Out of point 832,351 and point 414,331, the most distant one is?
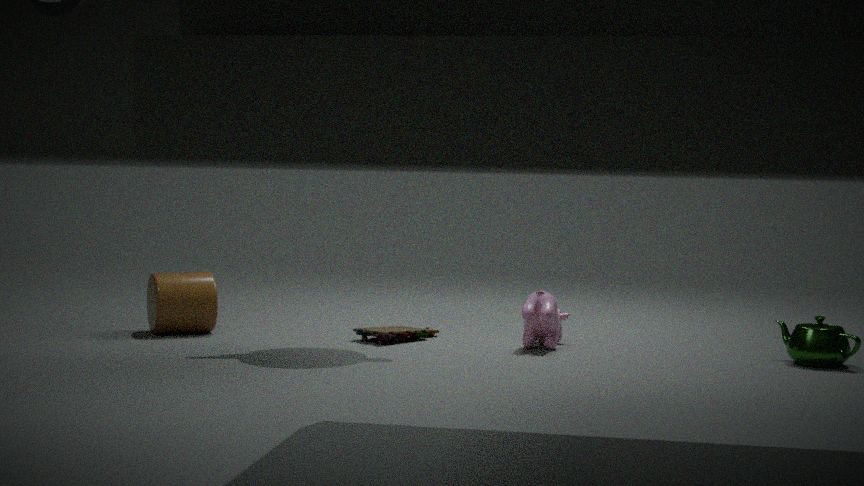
point 414,331
